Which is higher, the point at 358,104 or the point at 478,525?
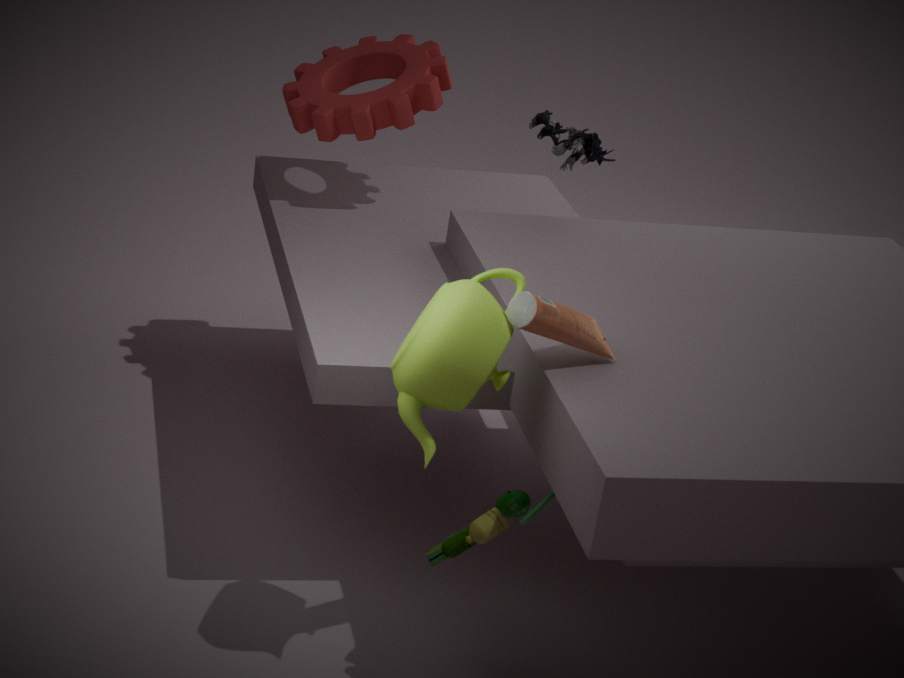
the point at 358,104
